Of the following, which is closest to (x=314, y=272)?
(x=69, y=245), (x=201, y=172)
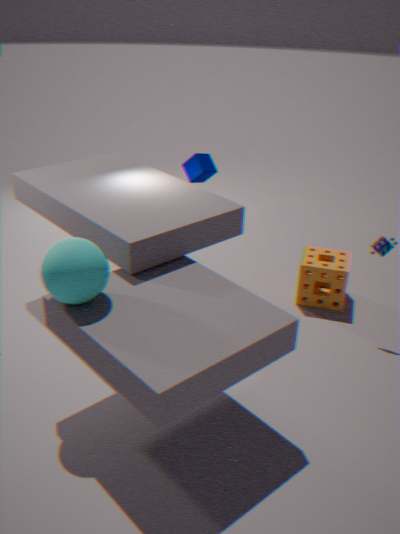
(x=201, y=172)
